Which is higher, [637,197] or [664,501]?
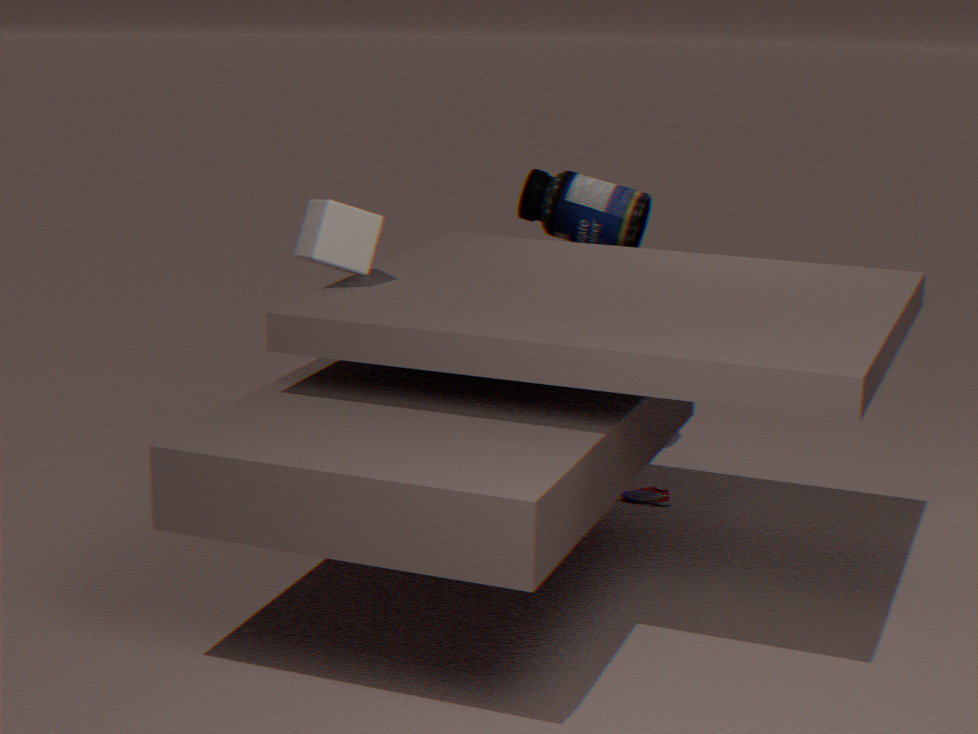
[637,197]
